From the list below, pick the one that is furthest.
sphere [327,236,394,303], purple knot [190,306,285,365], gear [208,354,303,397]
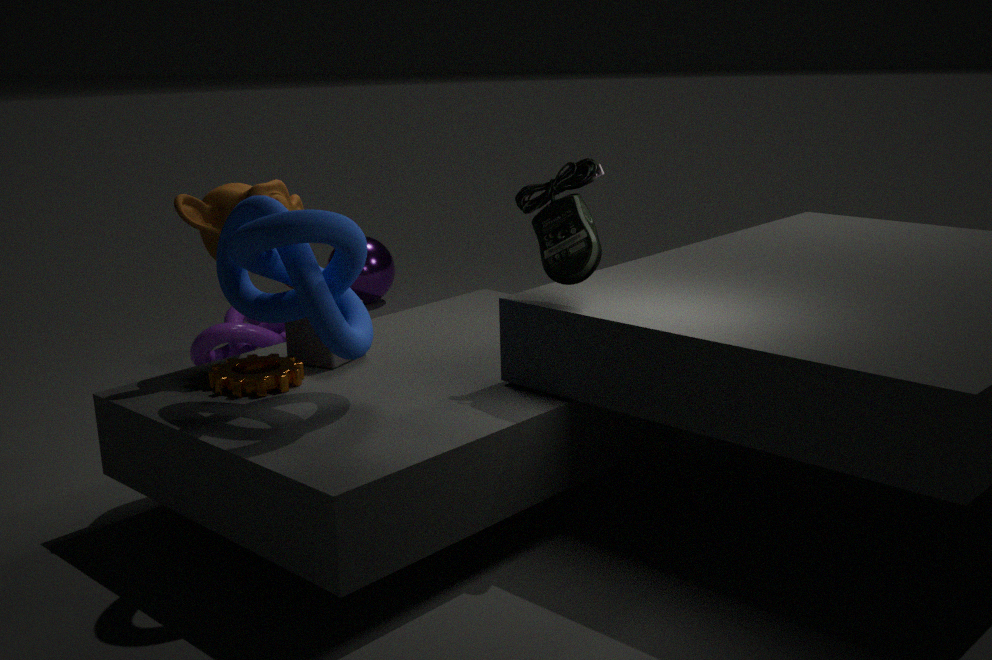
sphere [327,236,394,303]
